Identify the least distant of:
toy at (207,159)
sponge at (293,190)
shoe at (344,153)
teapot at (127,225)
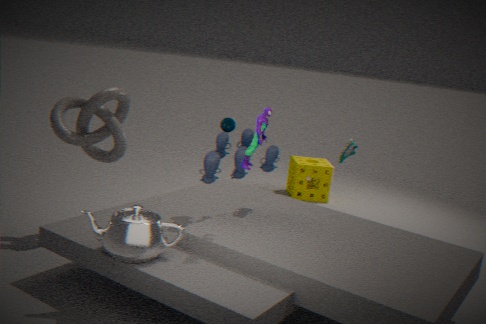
teapot at (127,225)
